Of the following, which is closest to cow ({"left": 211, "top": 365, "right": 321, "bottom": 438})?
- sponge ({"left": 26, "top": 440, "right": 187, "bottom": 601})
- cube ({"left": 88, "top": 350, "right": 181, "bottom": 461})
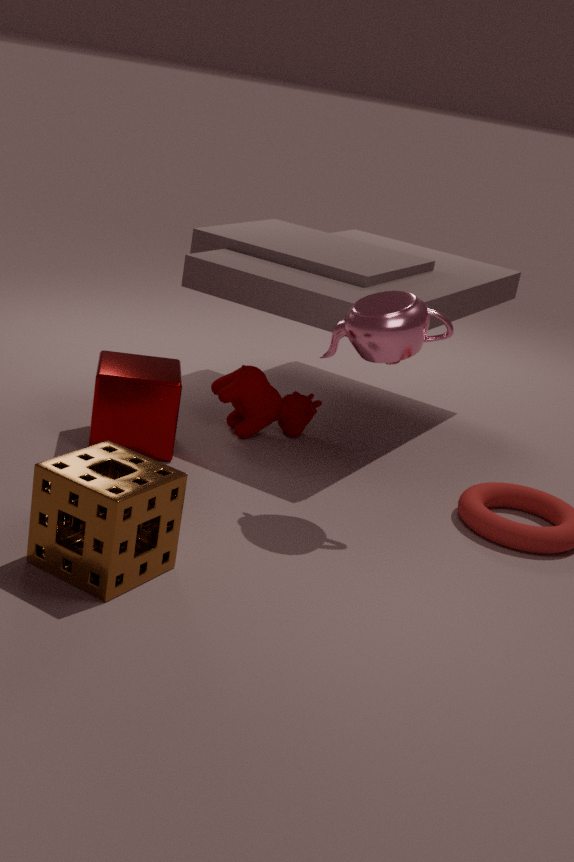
cube ({"left": 88, "top": 350, "right": 181, "bottom": 461})
